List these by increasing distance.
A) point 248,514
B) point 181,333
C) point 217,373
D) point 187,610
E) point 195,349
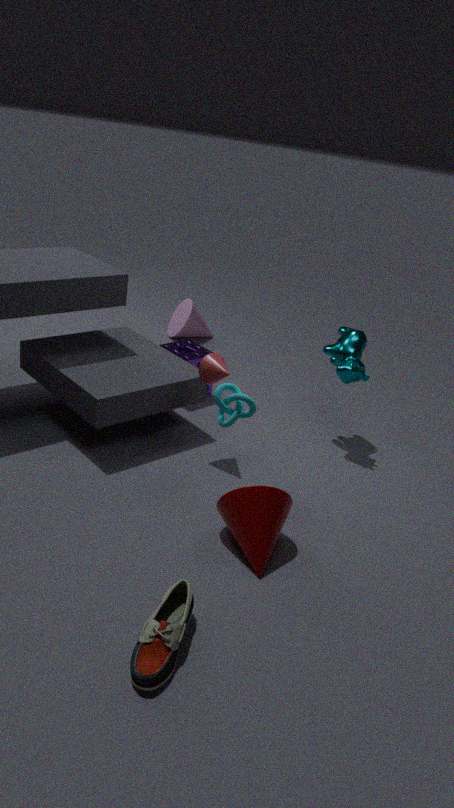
1. D. point 187,610
2. A. point 248,514
3. C. point 217,373
4. E. point 195,349
5. B. point 181,333
